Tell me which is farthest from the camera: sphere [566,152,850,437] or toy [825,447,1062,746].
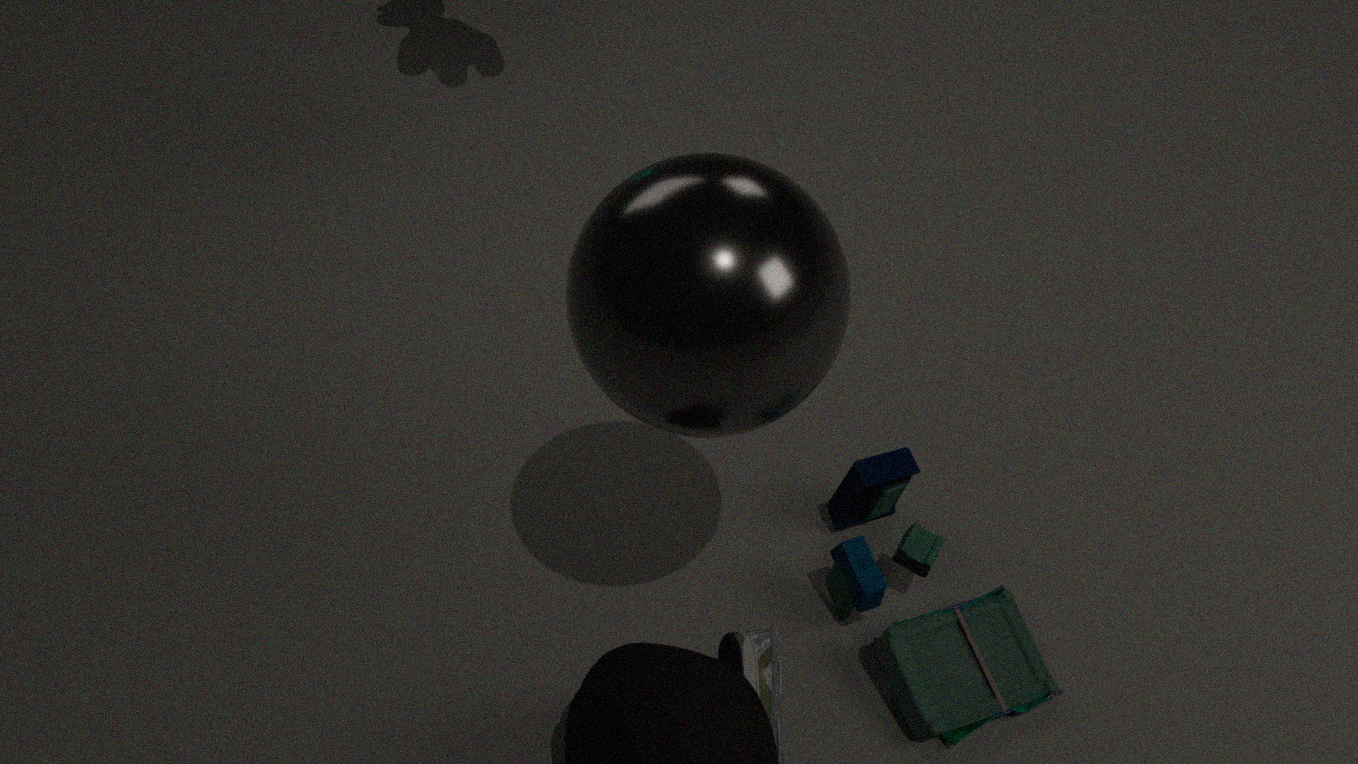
toy [825,447,1062,746]
